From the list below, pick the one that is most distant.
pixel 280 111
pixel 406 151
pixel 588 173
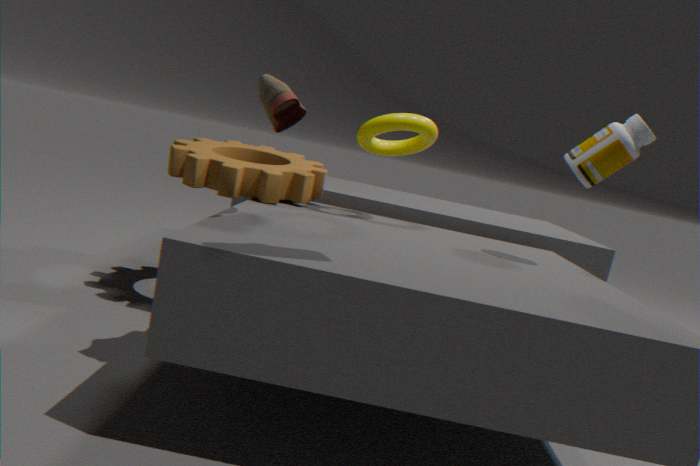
pixel 406 151
